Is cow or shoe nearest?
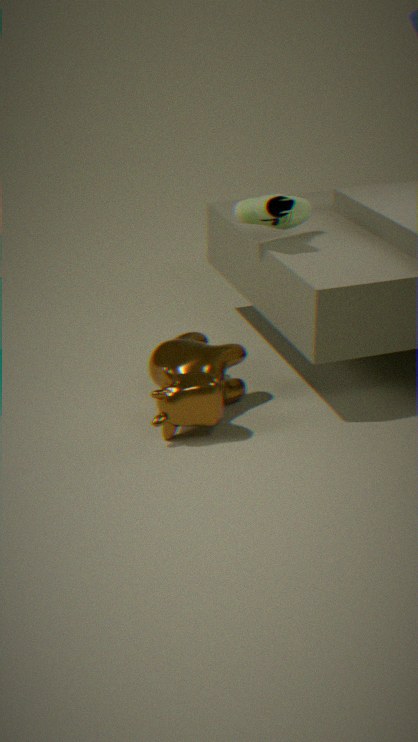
cow
